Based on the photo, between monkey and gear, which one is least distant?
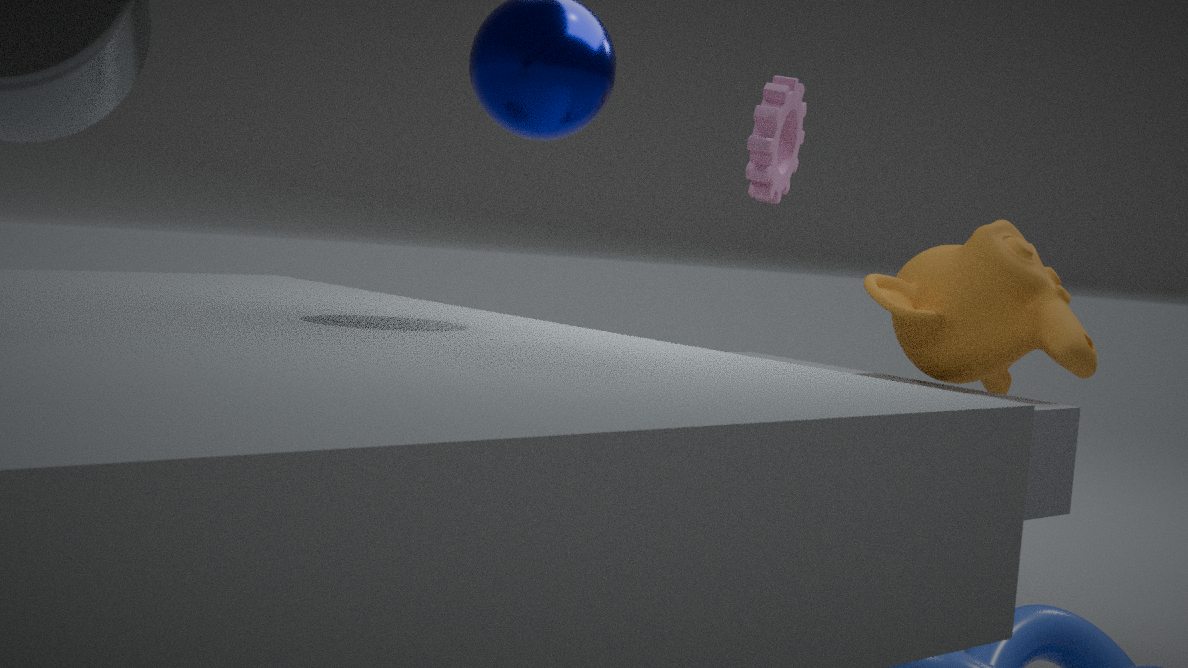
monkey
